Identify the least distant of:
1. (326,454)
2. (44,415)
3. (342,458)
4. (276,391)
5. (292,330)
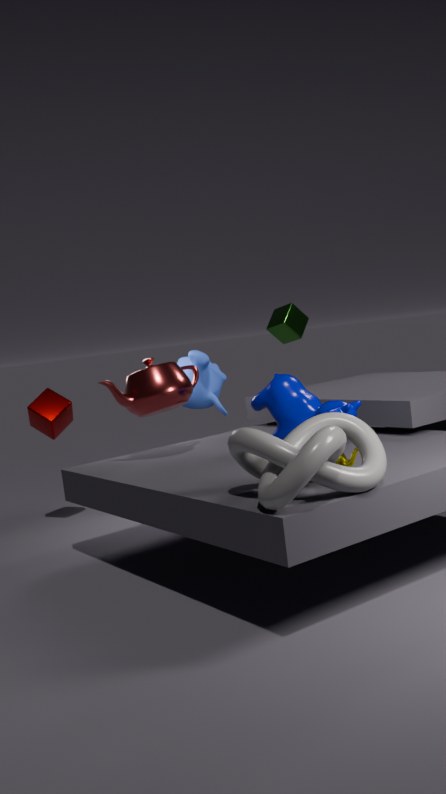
(326,454)
